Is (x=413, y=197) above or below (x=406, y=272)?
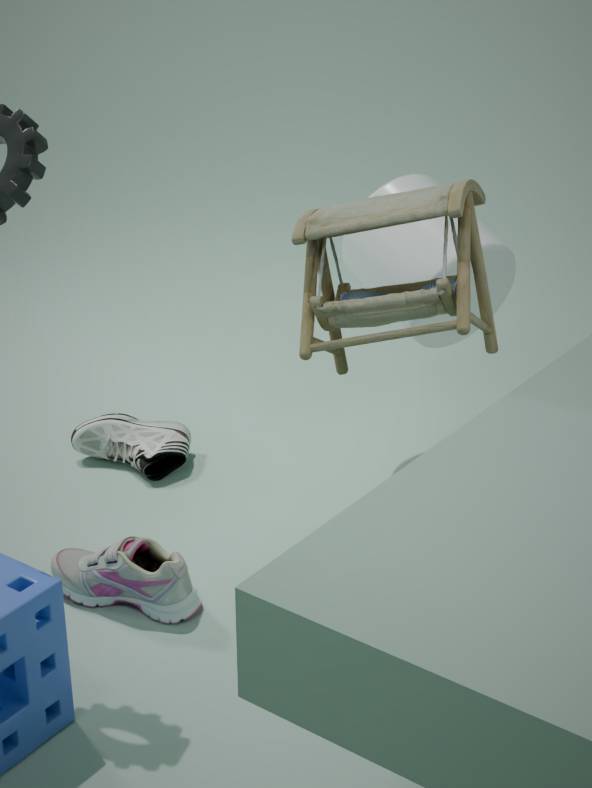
above
